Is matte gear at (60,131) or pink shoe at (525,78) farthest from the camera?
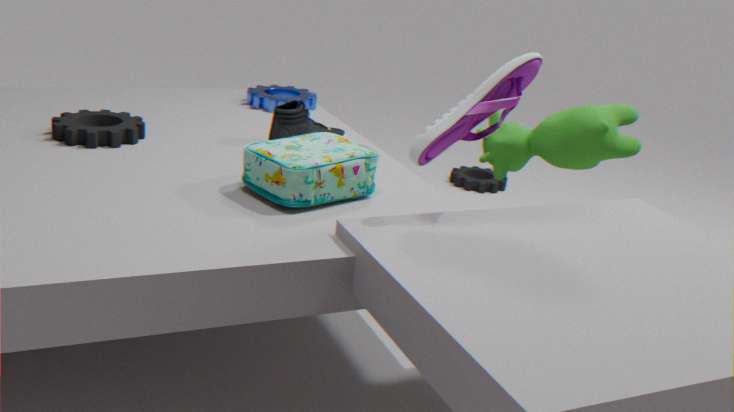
matte gear at (60,131)
